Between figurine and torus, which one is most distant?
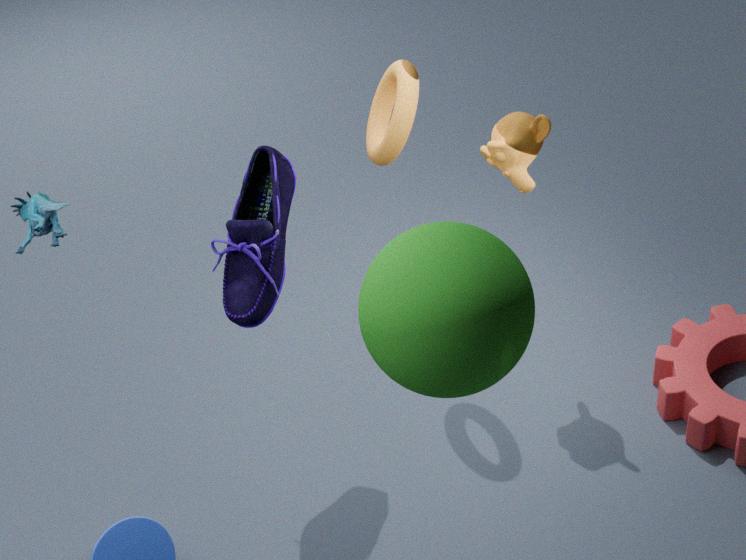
torus
